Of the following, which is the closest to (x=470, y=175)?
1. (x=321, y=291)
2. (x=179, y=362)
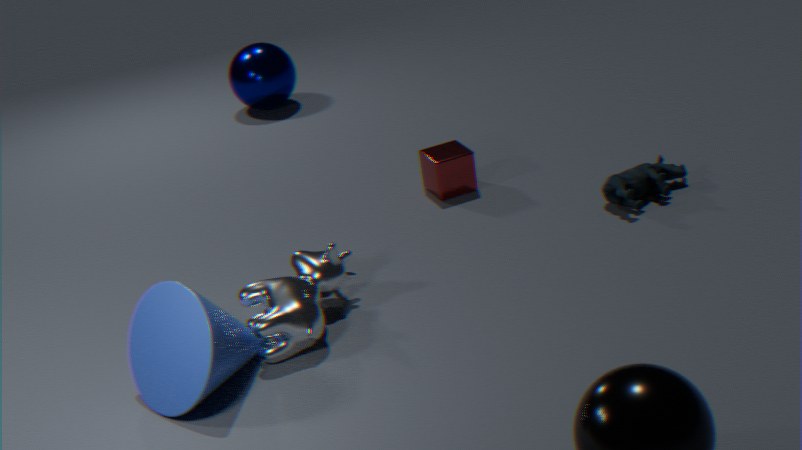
(x=321, y=291)
